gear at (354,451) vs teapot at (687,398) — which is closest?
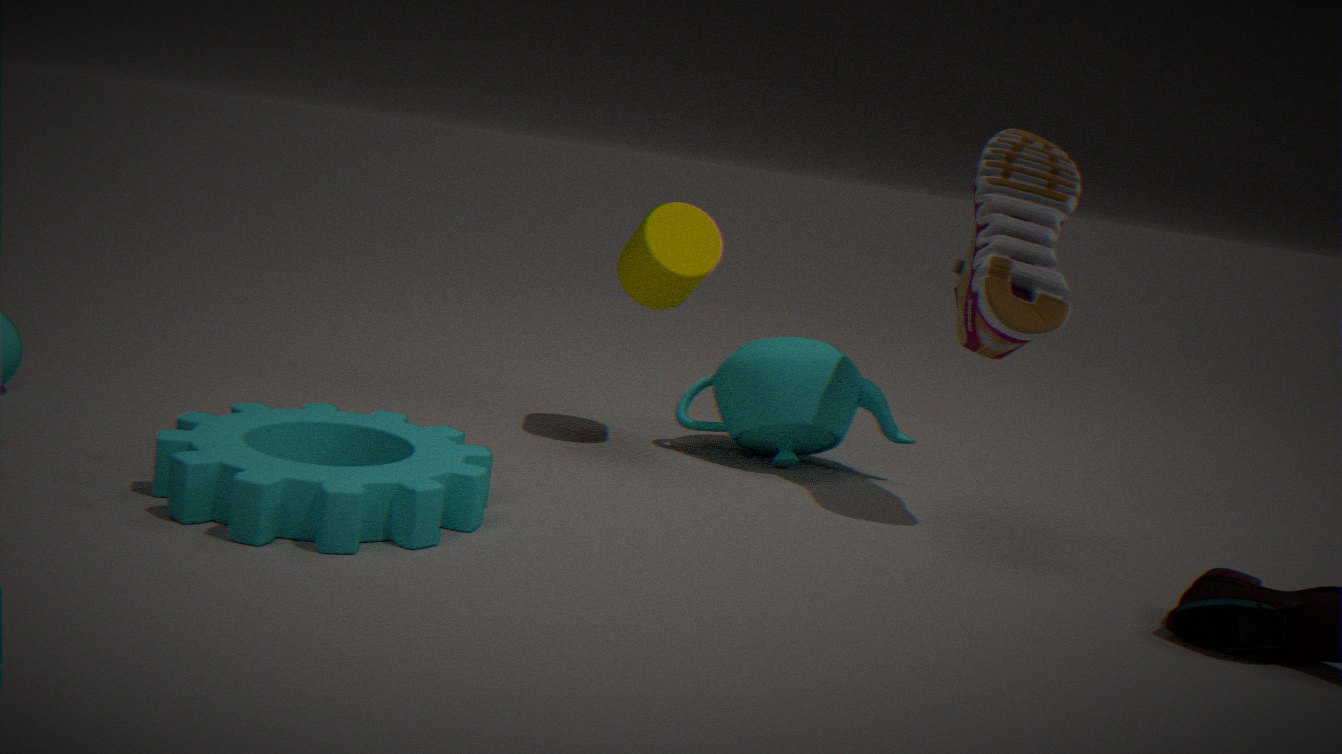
gear at (354,451)
